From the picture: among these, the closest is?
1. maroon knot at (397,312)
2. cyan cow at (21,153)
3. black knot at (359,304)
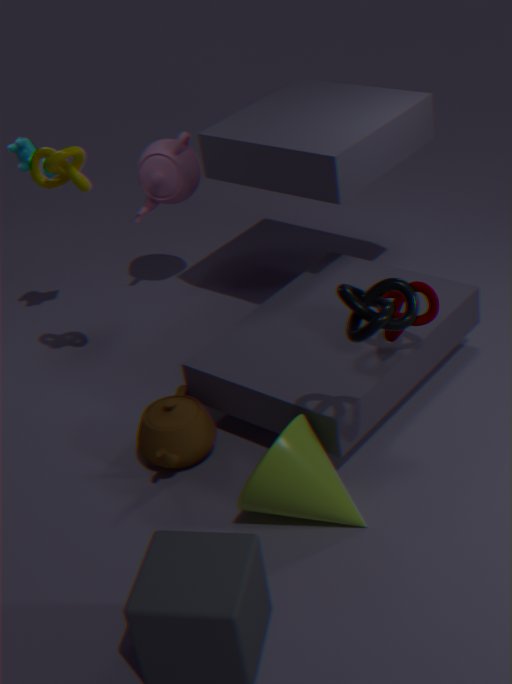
black knot at (359,304)
